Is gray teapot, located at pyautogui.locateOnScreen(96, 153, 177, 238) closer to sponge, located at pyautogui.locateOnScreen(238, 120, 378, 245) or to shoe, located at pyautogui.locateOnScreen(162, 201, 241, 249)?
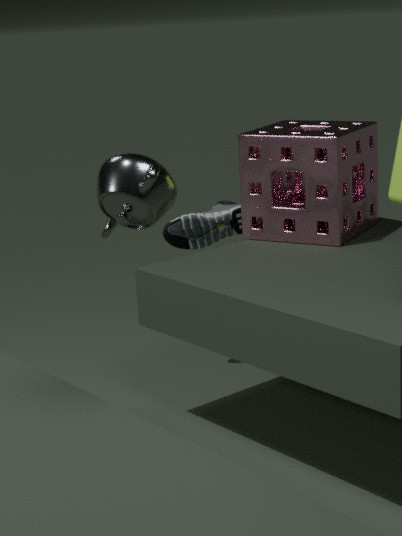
sponge, located at pyautogui.locateOnScreen(238, 120, 378, 245)
